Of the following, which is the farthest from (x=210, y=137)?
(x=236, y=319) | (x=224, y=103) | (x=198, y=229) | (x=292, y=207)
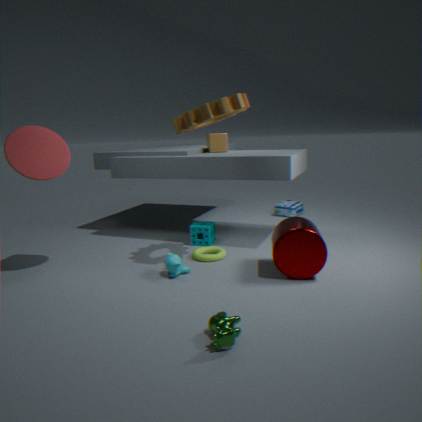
(x=236, y=319)
